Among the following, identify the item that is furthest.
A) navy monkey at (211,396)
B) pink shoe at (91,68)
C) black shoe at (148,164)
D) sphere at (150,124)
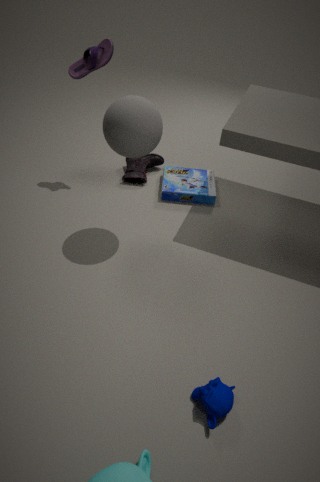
black shoe at (148,164)
